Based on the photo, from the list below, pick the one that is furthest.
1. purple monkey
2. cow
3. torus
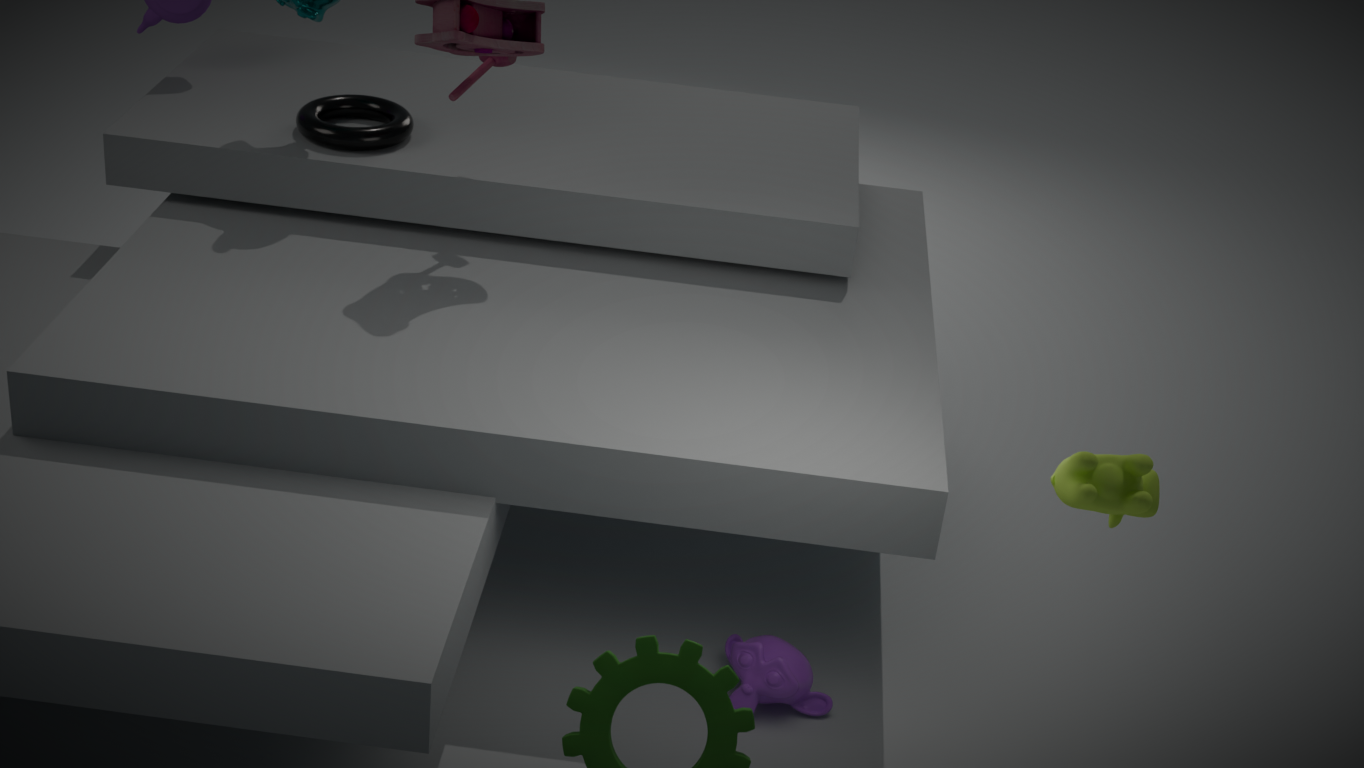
torus
